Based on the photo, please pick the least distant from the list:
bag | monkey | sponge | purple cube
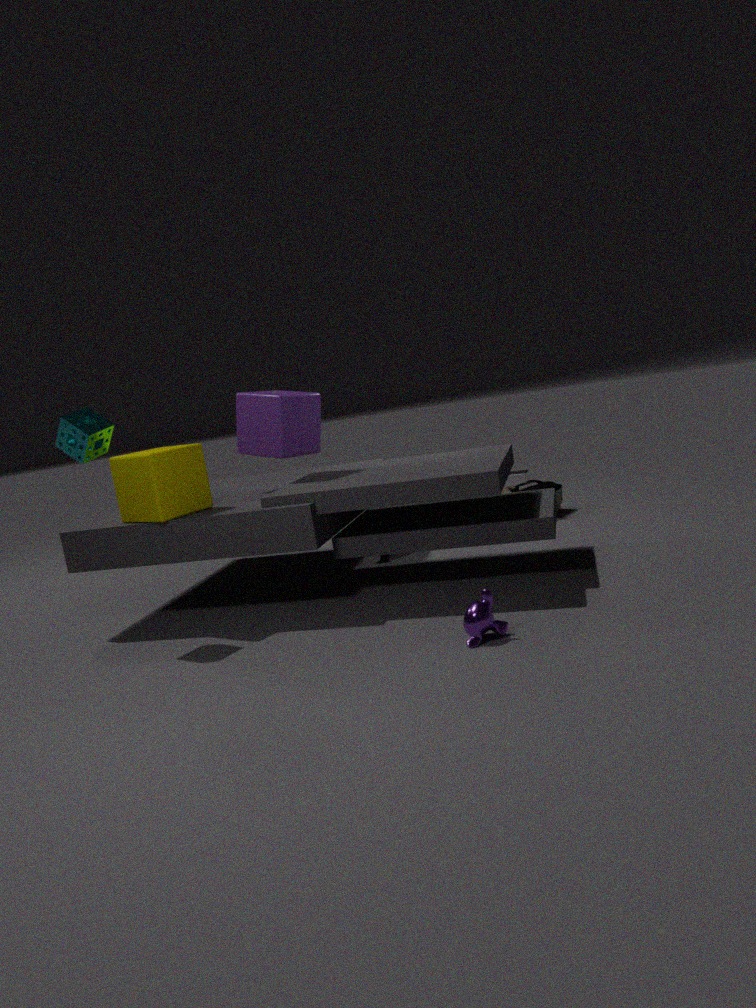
monkey
